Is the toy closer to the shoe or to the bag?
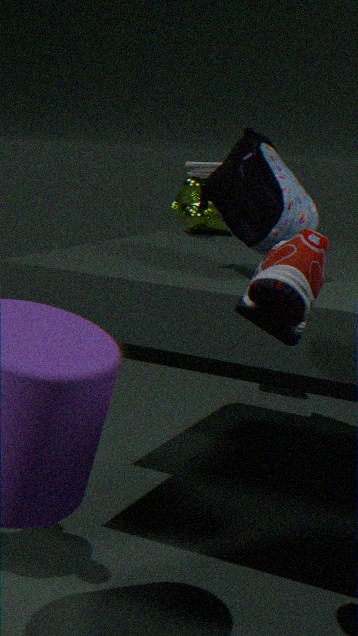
the bag
